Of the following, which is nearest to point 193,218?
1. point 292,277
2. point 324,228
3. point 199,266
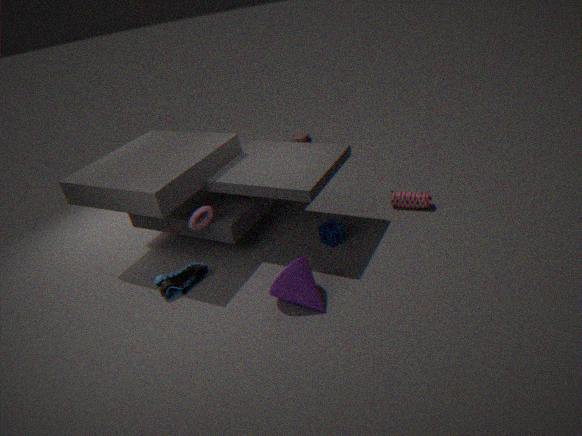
point 199,266
